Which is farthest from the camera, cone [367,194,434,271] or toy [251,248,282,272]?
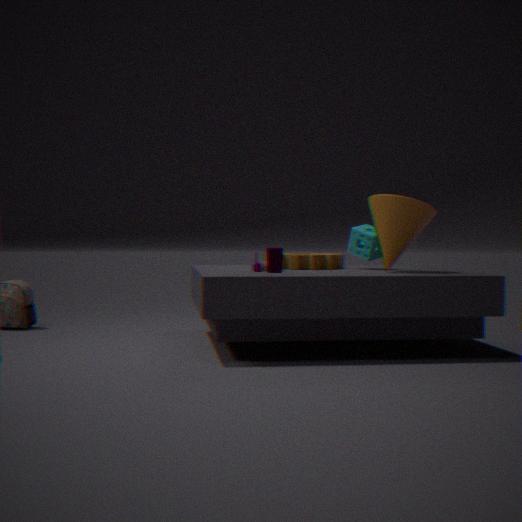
toy [251,248,282,272]
